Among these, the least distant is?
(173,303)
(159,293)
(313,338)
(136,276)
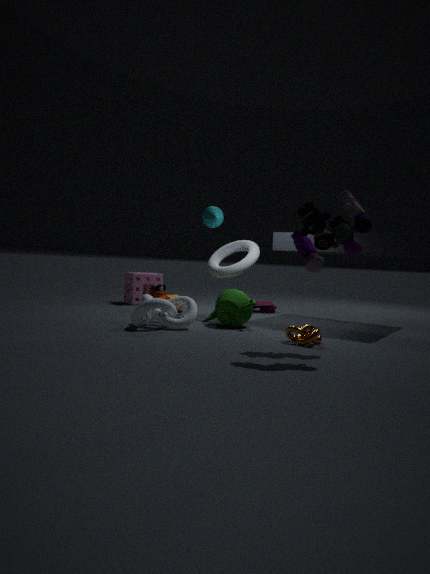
(313,338)
